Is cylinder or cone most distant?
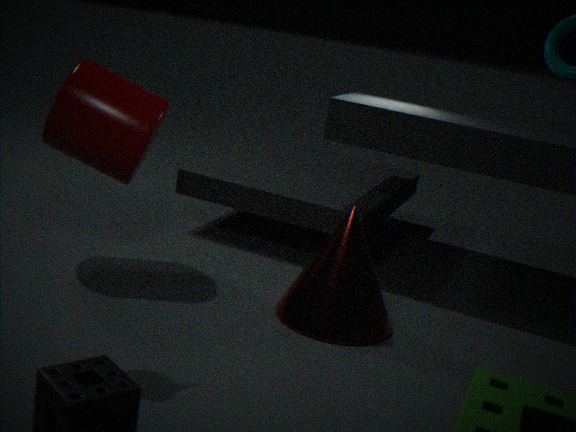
cylinder
